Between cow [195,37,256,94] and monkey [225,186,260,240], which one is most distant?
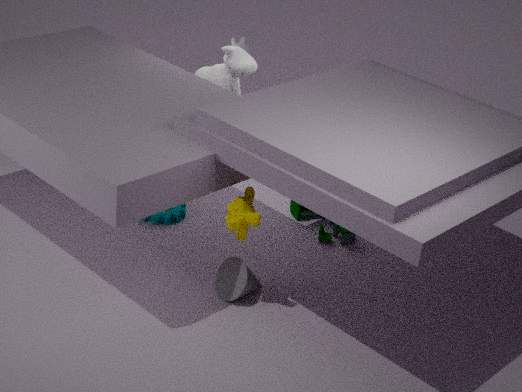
cow [195,37,256,94]
